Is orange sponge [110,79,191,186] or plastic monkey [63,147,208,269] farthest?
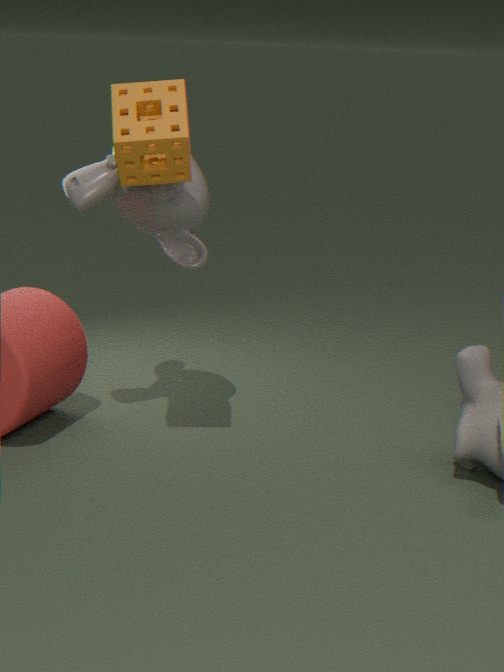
plastic monkey [63,147,208,269]
